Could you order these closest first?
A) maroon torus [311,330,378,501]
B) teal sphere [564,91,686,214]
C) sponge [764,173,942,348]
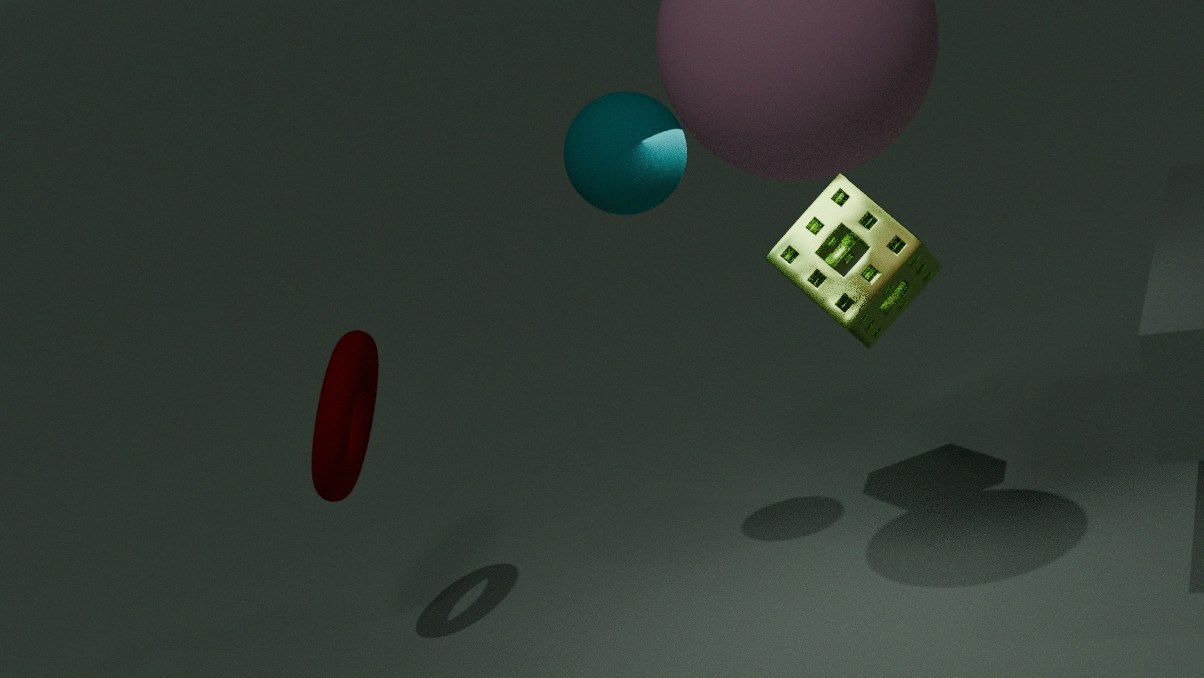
teal sphere [564,91,686,214] → maroon torus [311,330,378,501] → sponge [764,173,942,348]
